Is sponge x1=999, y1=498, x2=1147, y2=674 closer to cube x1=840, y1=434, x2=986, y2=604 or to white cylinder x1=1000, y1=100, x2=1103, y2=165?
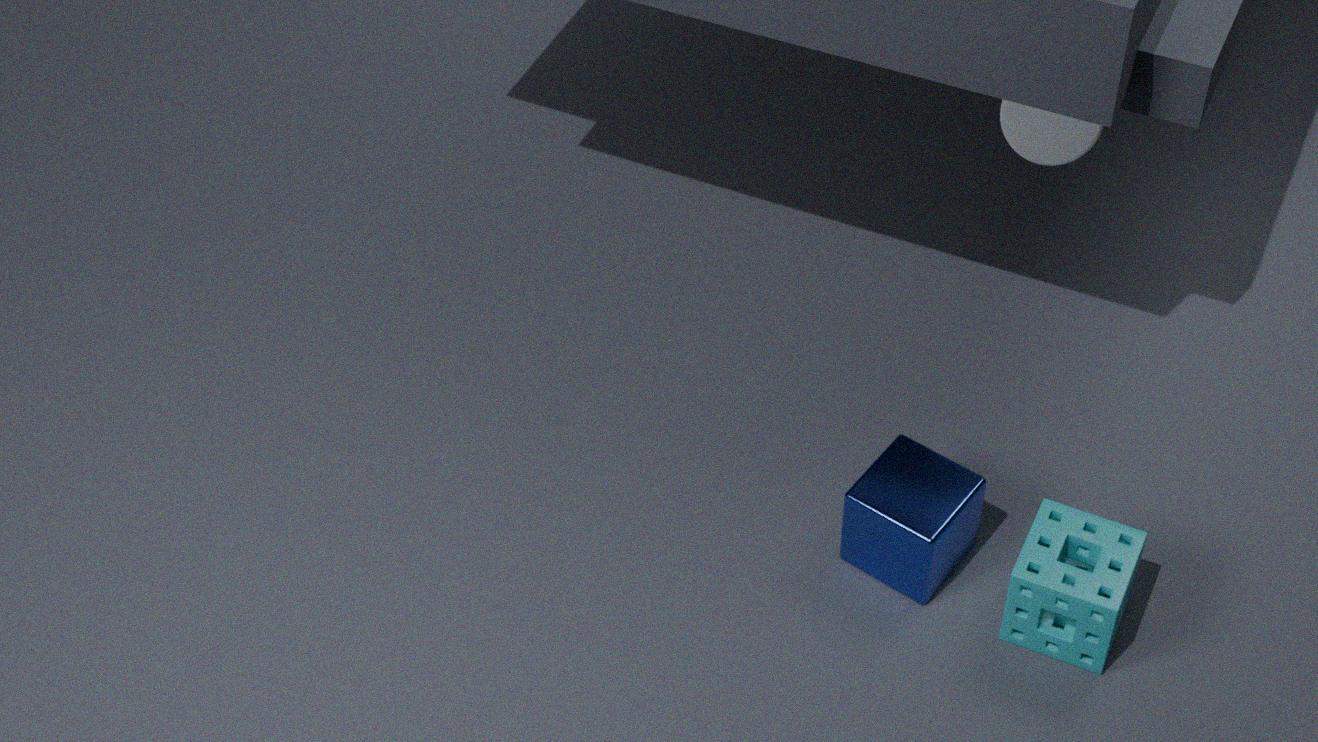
cube x1=840, y1=434, x2=986, y2=604
